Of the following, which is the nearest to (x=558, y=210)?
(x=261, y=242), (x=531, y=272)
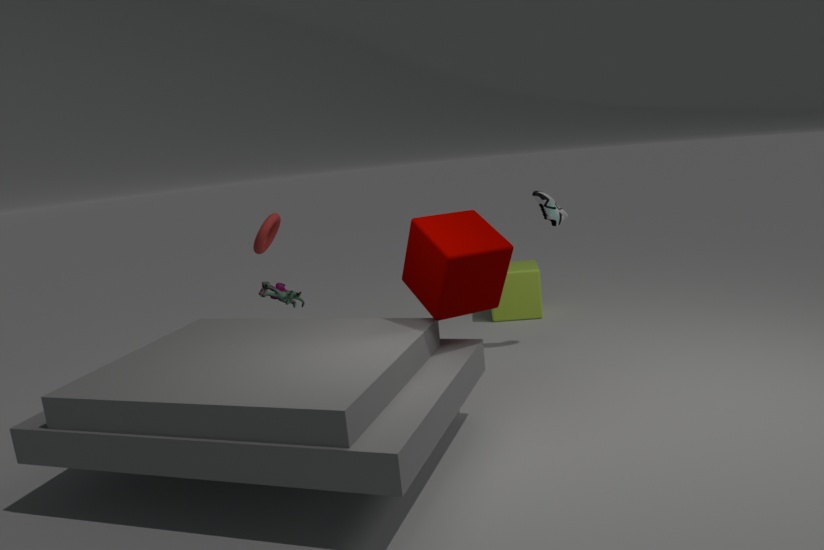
(x=531, y=272)
